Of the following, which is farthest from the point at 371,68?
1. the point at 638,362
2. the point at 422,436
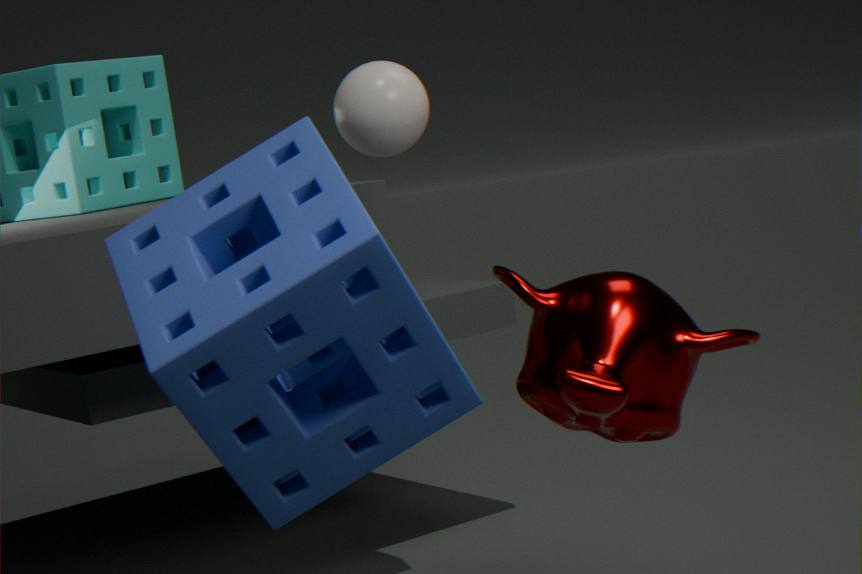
the point at 422,436
